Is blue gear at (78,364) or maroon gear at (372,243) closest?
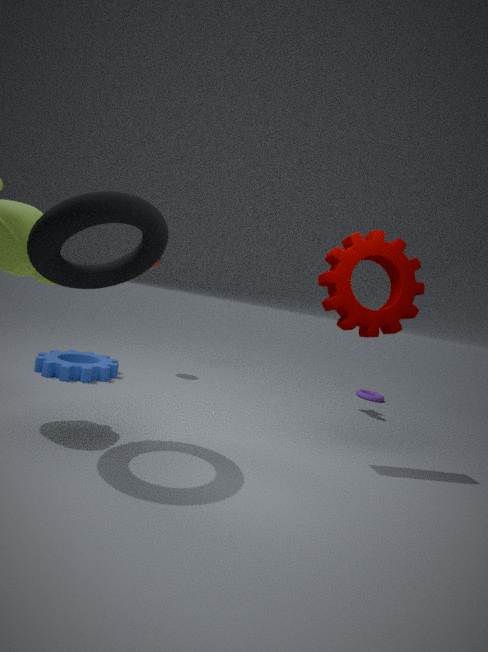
maroon gear at (372,243)
